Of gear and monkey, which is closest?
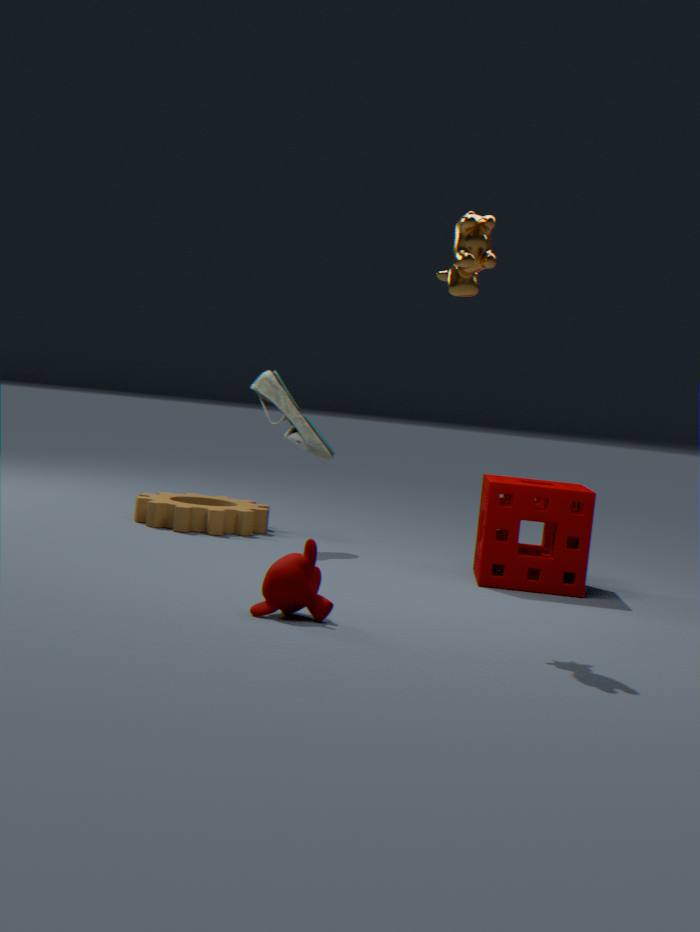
monkey
